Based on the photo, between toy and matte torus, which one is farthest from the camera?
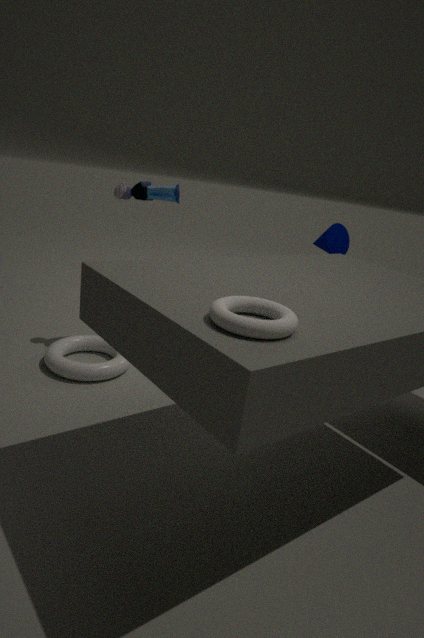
toy
